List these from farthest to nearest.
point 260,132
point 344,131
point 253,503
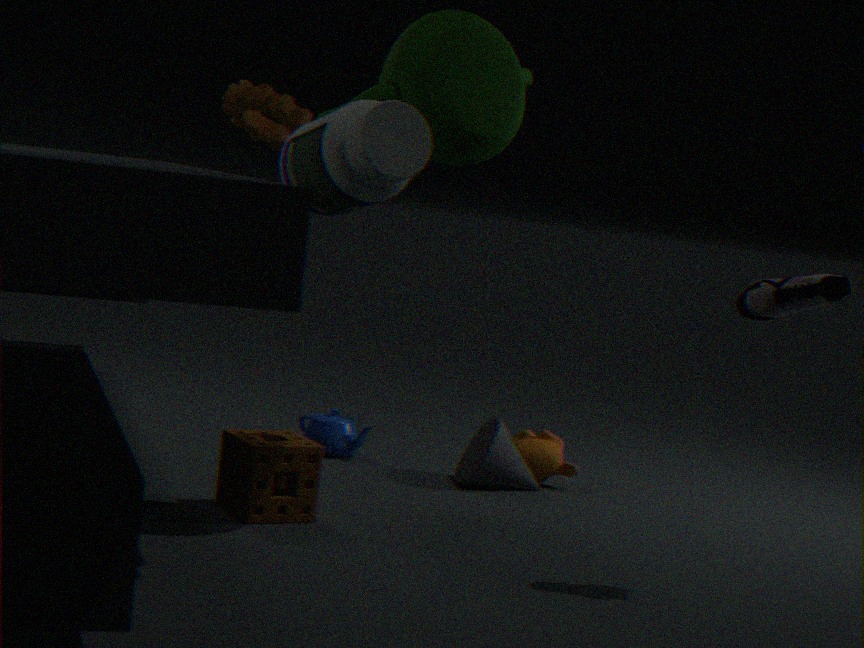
1. point 260,132
2. point 253,503
3. point 344,131
